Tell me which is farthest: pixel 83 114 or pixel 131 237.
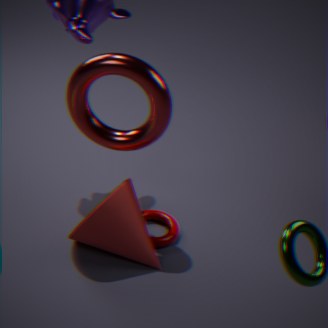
pixel 83 114
